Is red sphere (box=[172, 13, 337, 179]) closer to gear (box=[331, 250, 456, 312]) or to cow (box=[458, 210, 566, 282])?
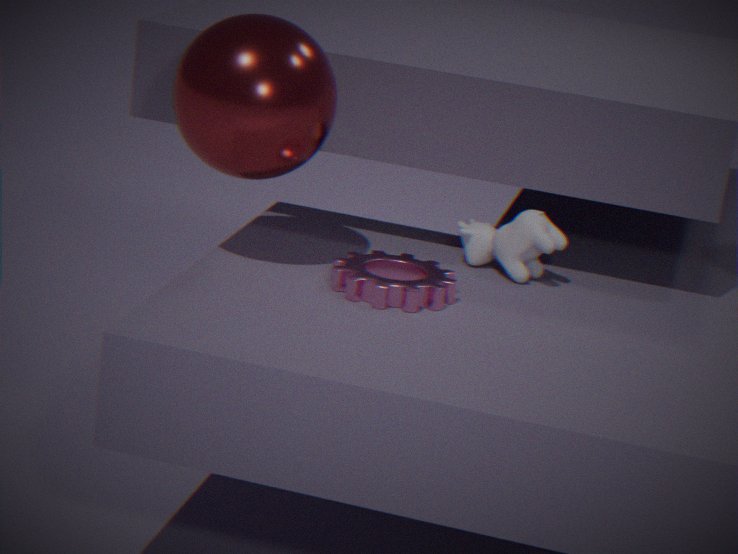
gear (box=[331, 250, 456, 312])
